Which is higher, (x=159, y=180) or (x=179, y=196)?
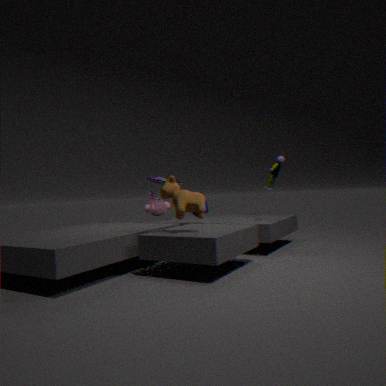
(x=159, y=180)
